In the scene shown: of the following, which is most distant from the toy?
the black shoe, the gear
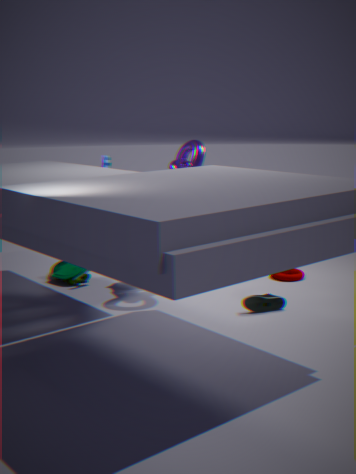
the black shoe
